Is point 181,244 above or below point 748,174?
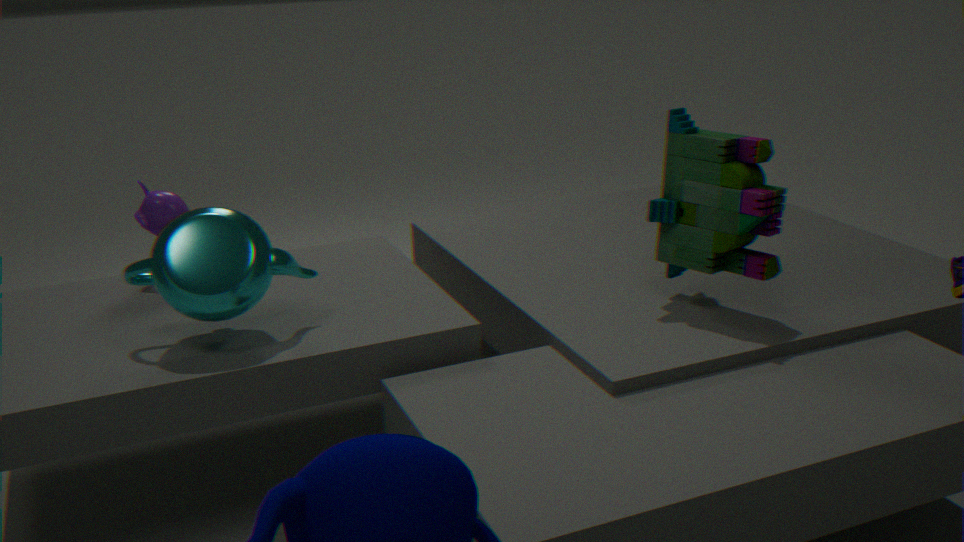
below
